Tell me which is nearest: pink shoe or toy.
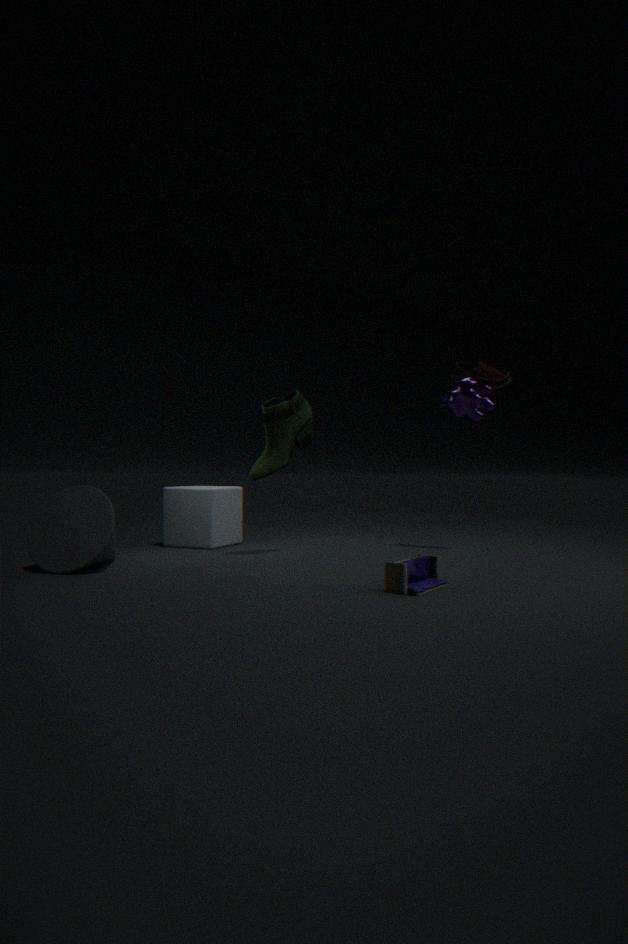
toy
